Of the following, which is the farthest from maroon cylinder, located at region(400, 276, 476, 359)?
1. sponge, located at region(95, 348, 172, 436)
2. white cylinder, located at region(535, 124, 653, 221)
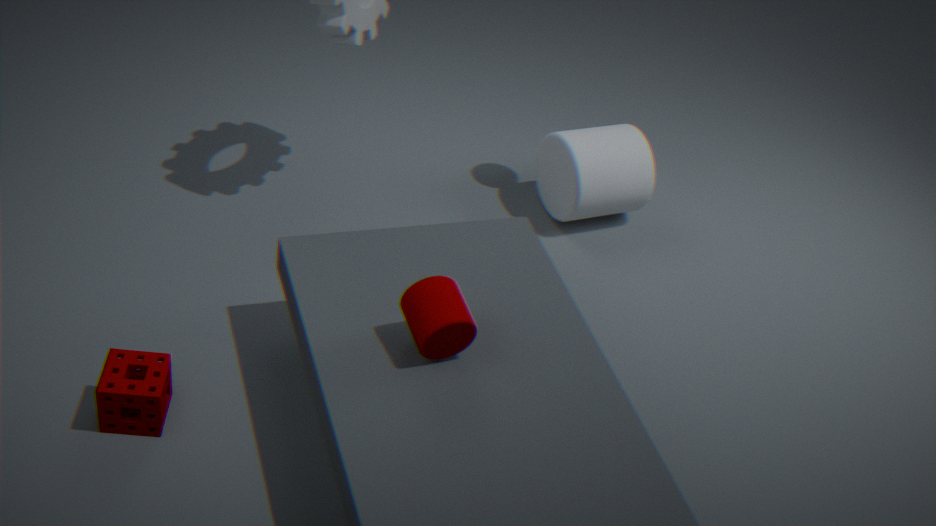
white cylinder, located at region(535, 124, 653, 221)
